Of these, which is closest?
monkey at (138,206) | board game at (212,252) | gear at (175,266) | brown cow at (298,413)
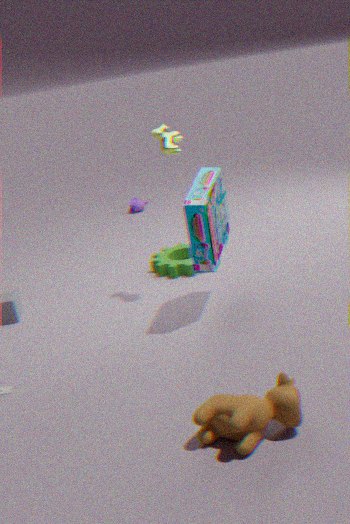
brown cow at (298,413)
